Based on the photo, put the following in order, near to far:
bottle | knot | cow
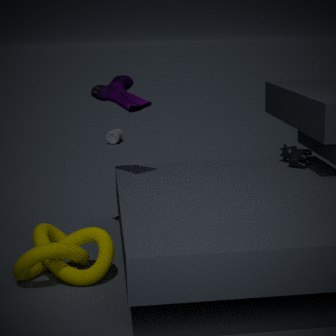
knot → cow → bottle
